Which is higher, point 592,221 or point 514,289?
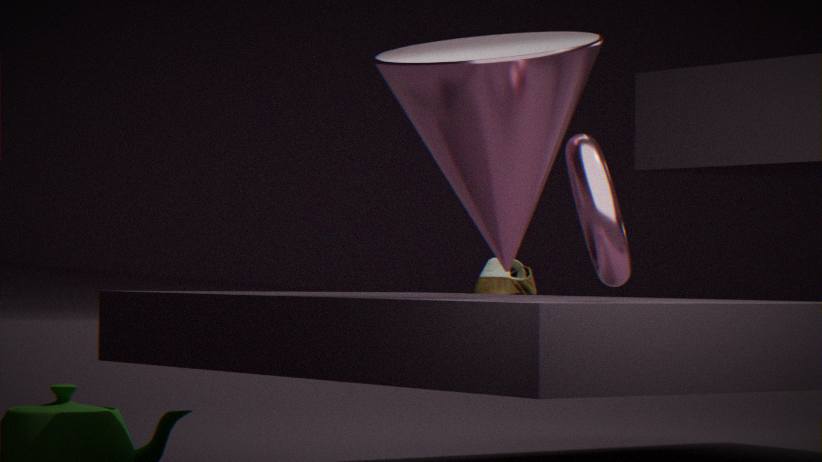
point 592,221
